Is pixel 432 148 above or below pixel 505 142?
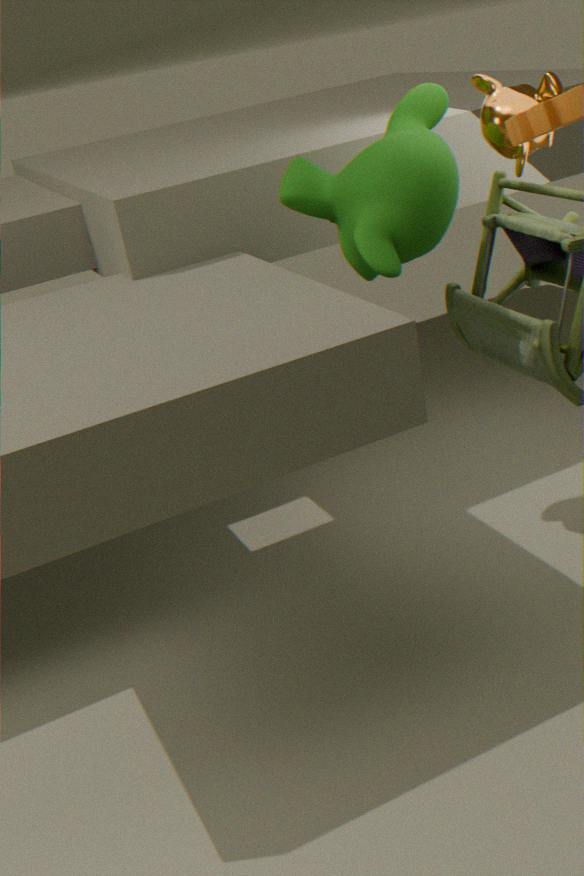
below
